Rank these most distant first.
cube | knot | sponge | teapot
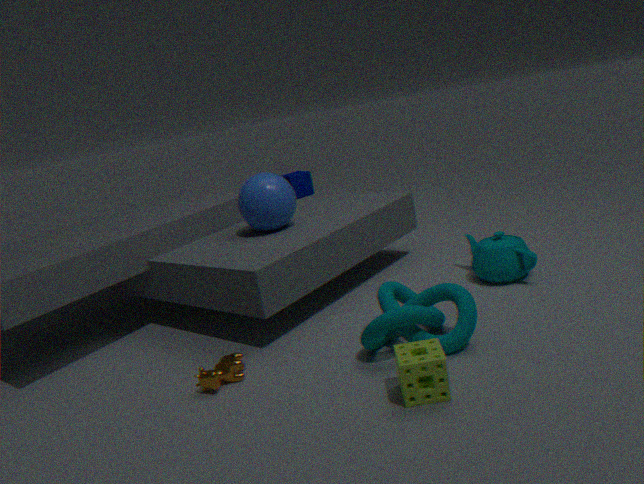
cube < teapot < knot < sponge
